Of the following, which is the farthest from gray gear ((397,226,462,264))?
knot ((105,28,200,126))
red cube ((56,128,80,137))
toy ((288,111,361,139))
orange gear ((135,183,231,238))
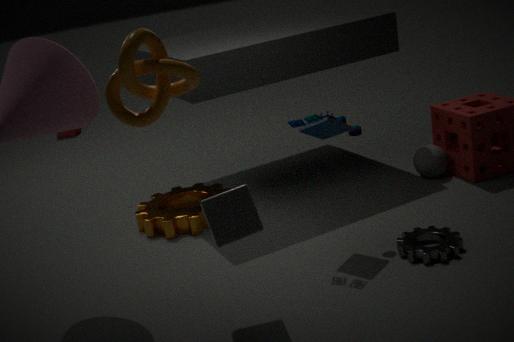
red cube ((56,128,80,137))
